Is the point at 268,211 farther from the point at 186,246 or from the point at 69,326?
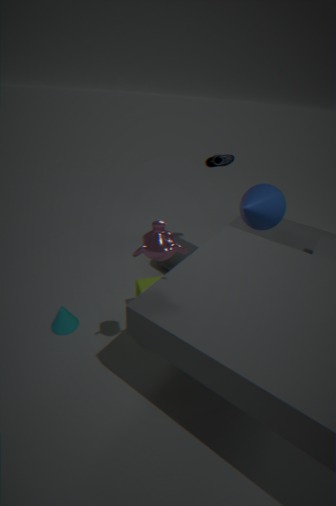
the point at 69,326
